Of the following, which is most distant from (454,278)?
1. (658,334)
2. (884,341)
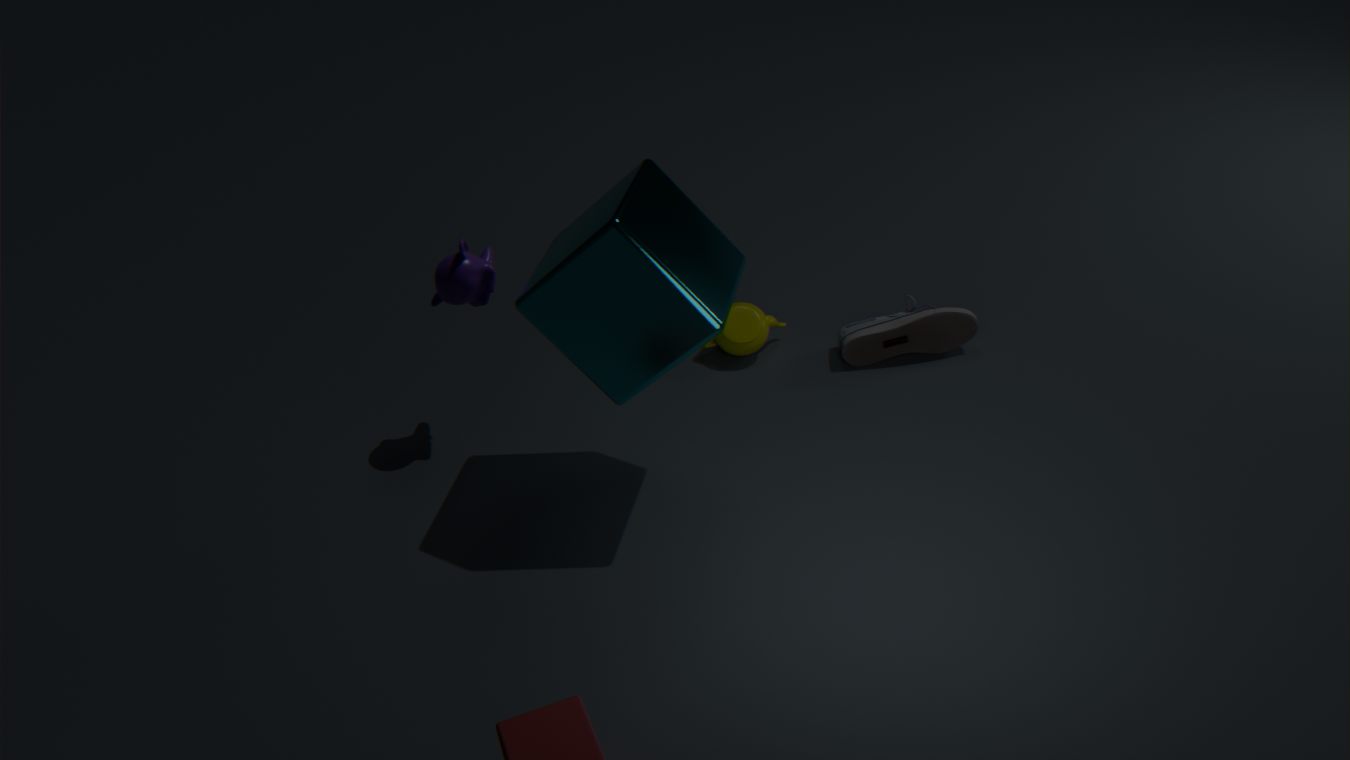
(884,341)
